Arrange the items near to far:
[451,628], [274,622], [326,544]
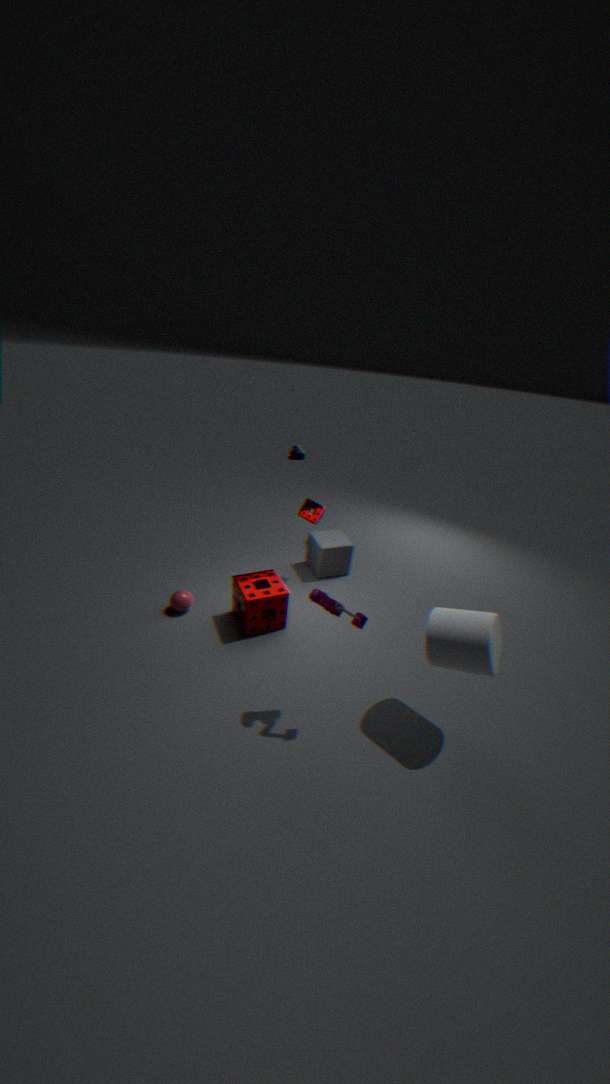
[451,628]
[274,622]
[326,544]
